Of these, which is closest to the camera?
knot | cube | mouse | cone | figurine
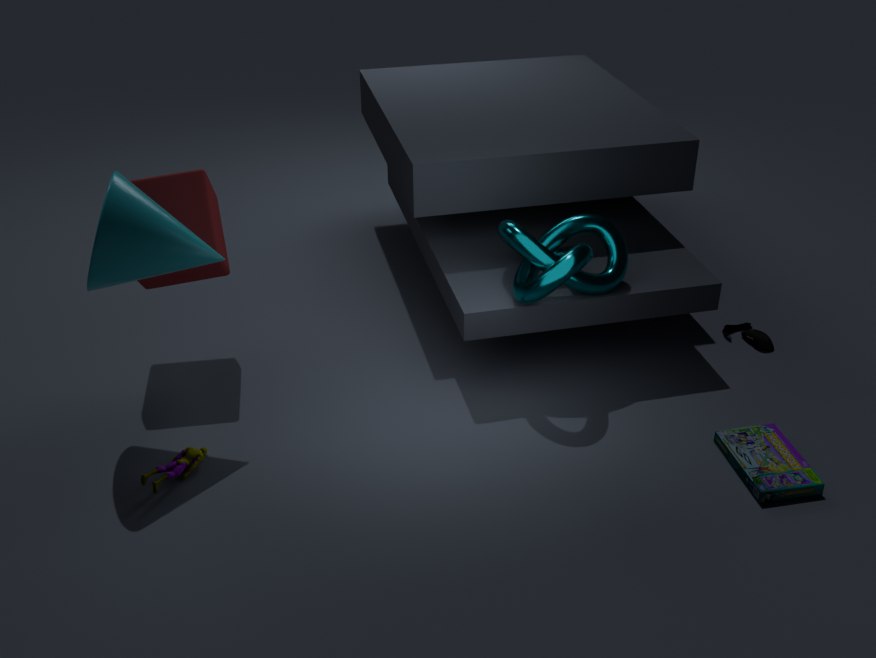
cone
